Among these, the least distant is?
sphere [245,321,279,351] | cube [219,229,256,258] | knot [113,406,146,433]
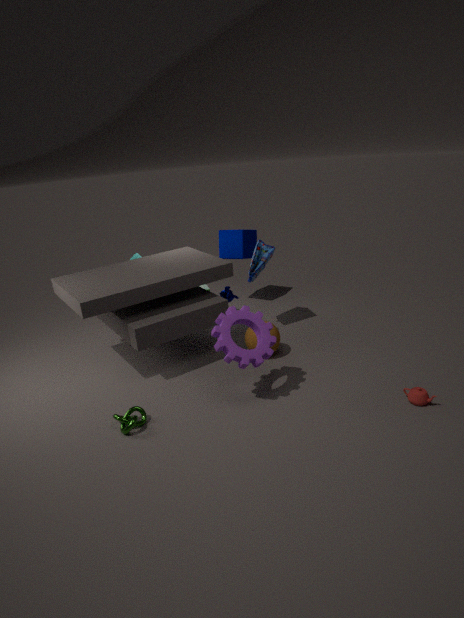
knot [113,406,146,433]
